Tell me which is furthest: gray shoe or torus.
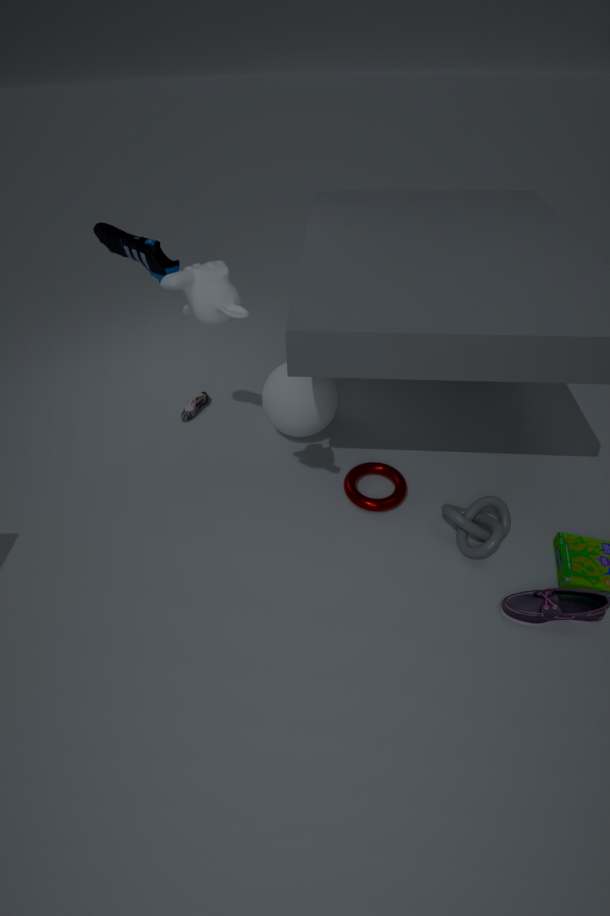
gray shoe
